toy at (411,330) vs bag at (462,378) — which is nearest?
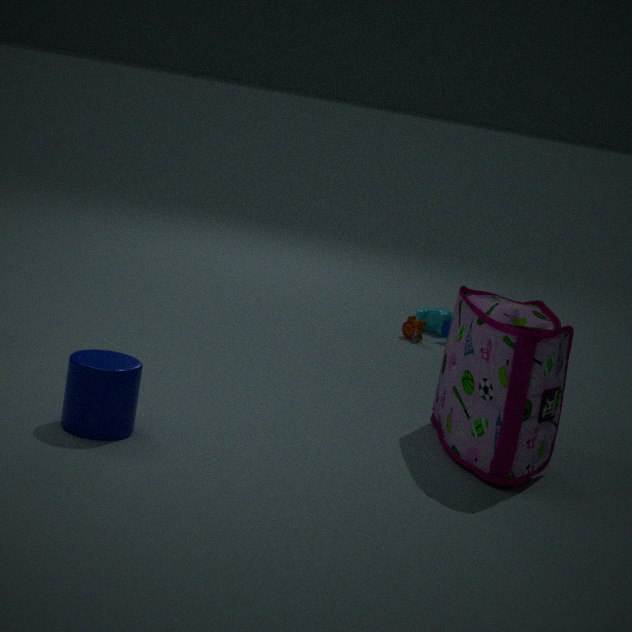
bag at (462,378)
